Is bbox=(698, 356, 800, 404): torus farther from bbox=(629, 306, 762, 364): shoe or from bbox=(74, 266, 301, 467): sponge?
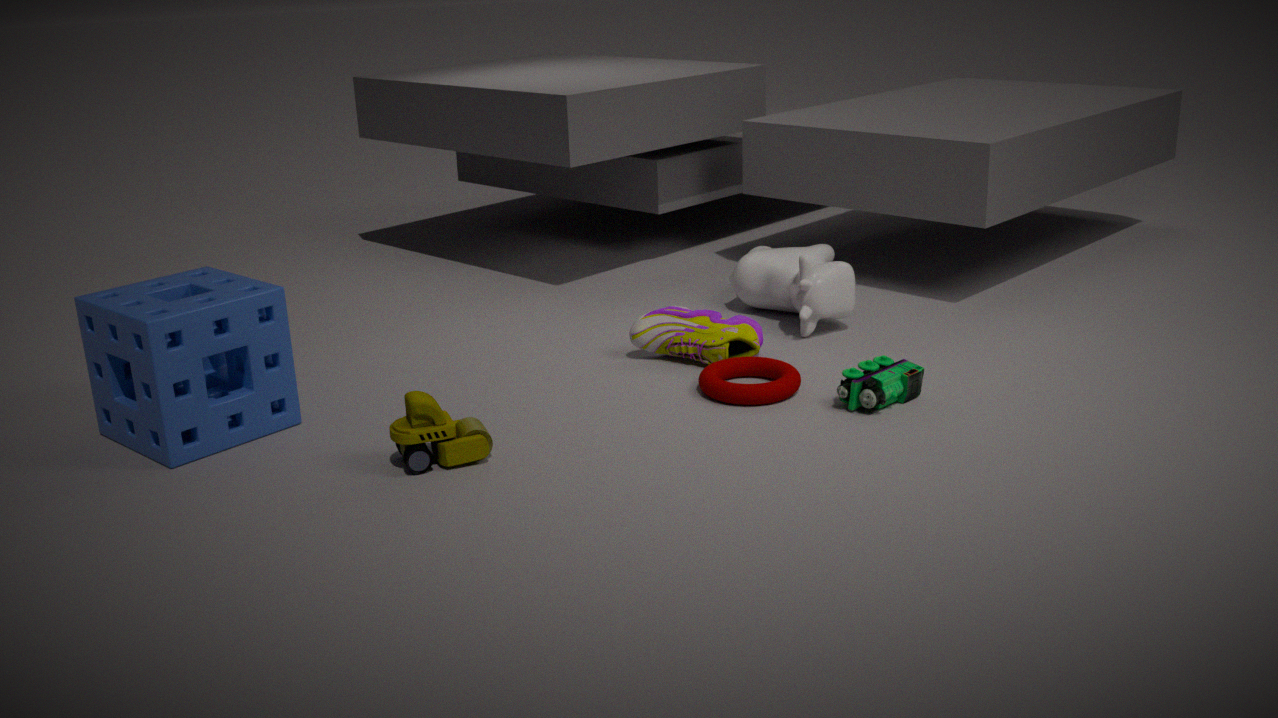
bbox=(74, 266, 301, 467): sponge
